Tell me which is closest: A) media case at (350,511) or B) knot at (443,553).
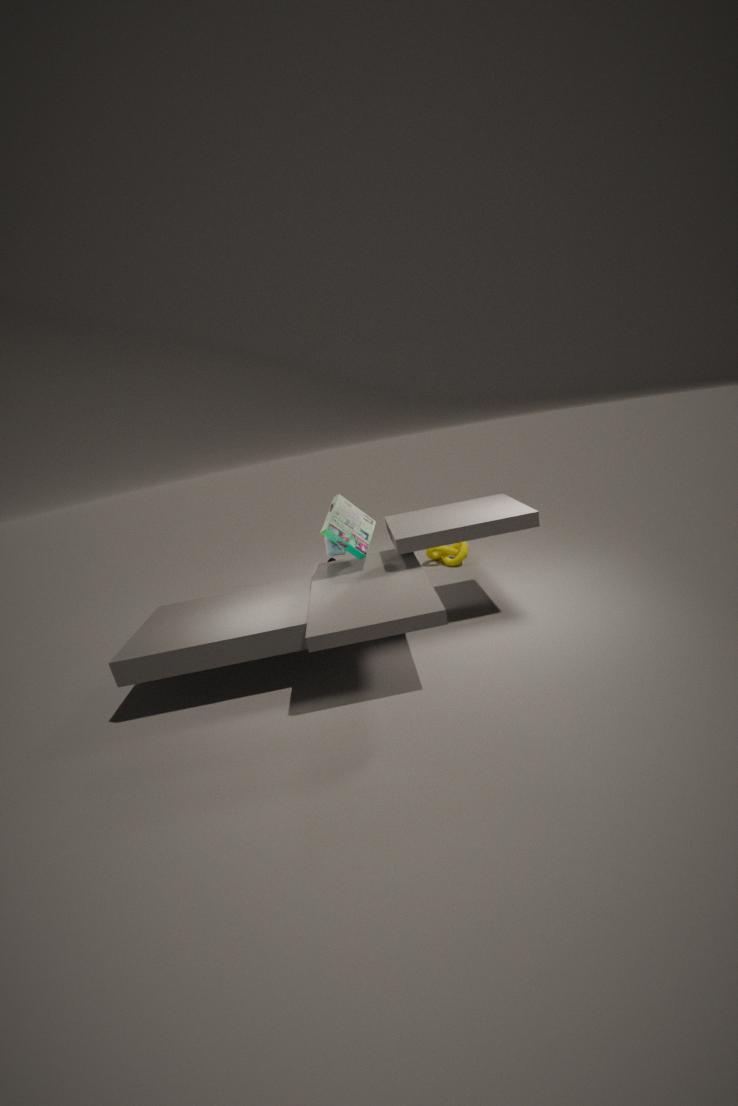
A. media case at (350,511)
